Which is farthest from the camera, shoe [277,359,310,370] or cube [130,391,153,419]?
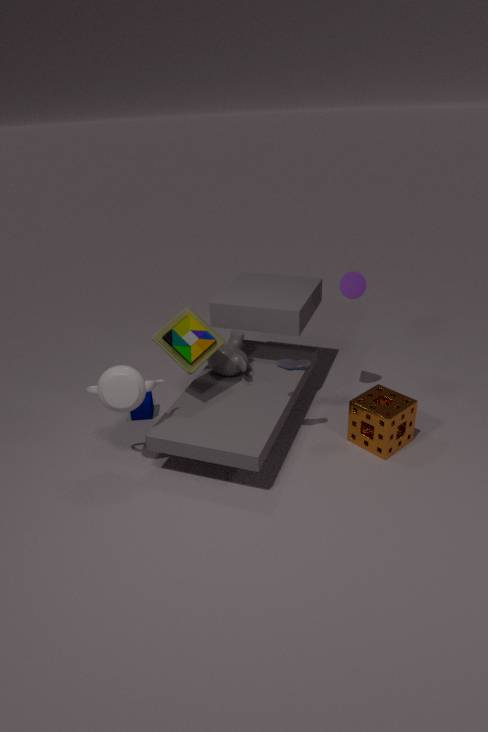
cube [130,391,153,419]
